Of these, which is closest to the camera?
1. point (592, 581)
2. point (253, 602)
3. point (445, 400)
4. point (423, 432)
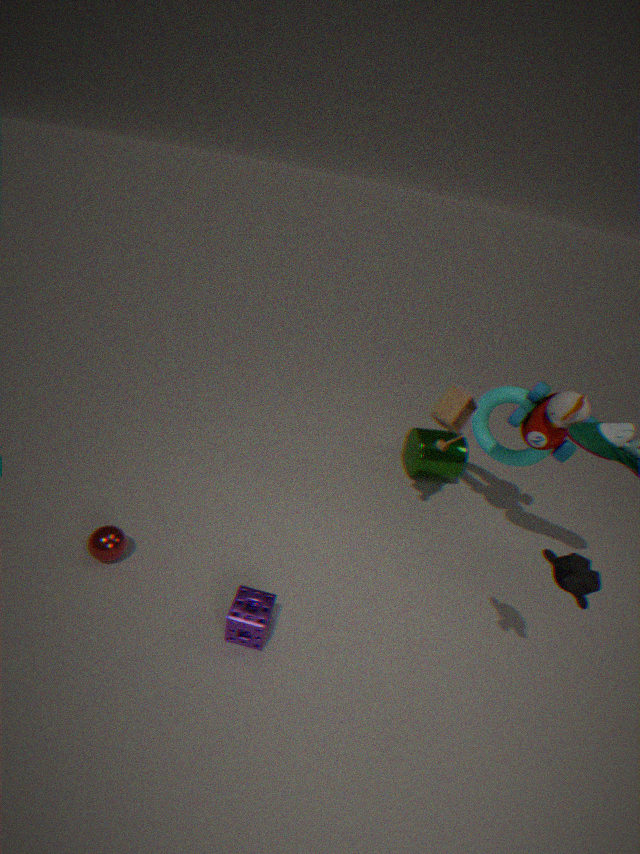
point (592, 581)
